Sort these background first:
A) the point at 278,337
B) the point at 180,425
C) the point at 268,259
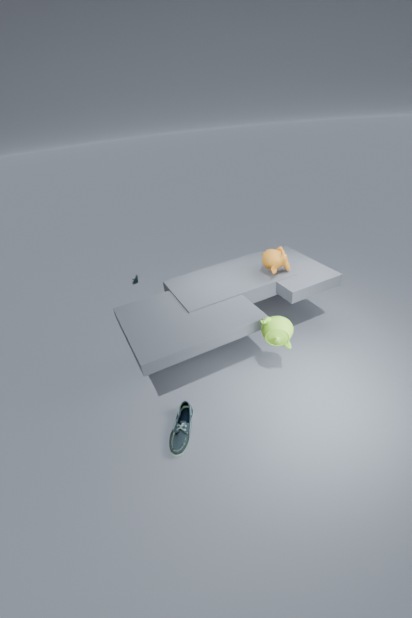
the point at 268,259
the point at 278,337
the point at 180,425
